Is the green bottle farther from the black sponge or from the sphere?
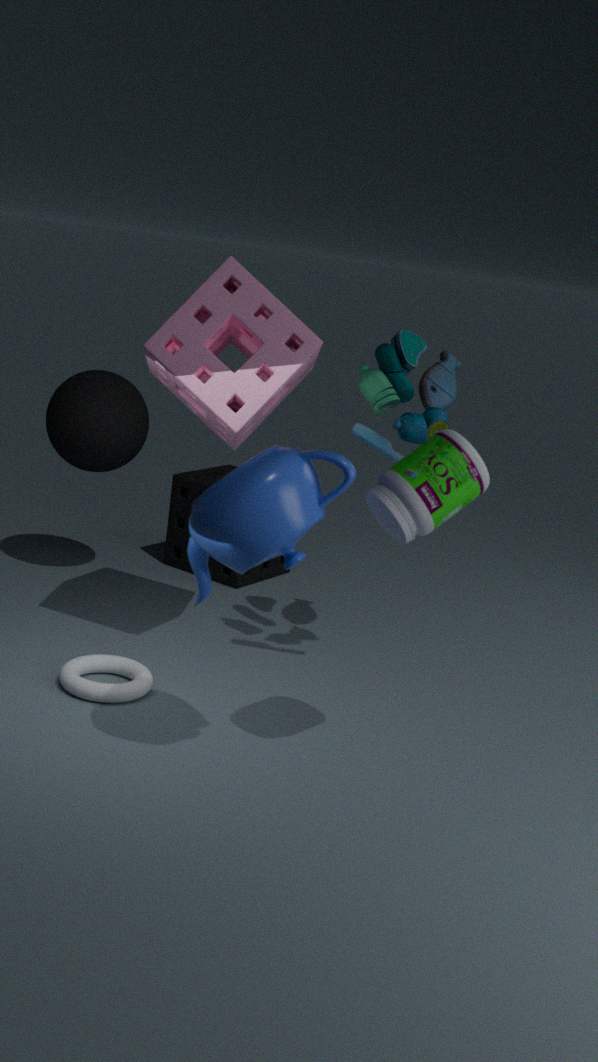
the black sponge
